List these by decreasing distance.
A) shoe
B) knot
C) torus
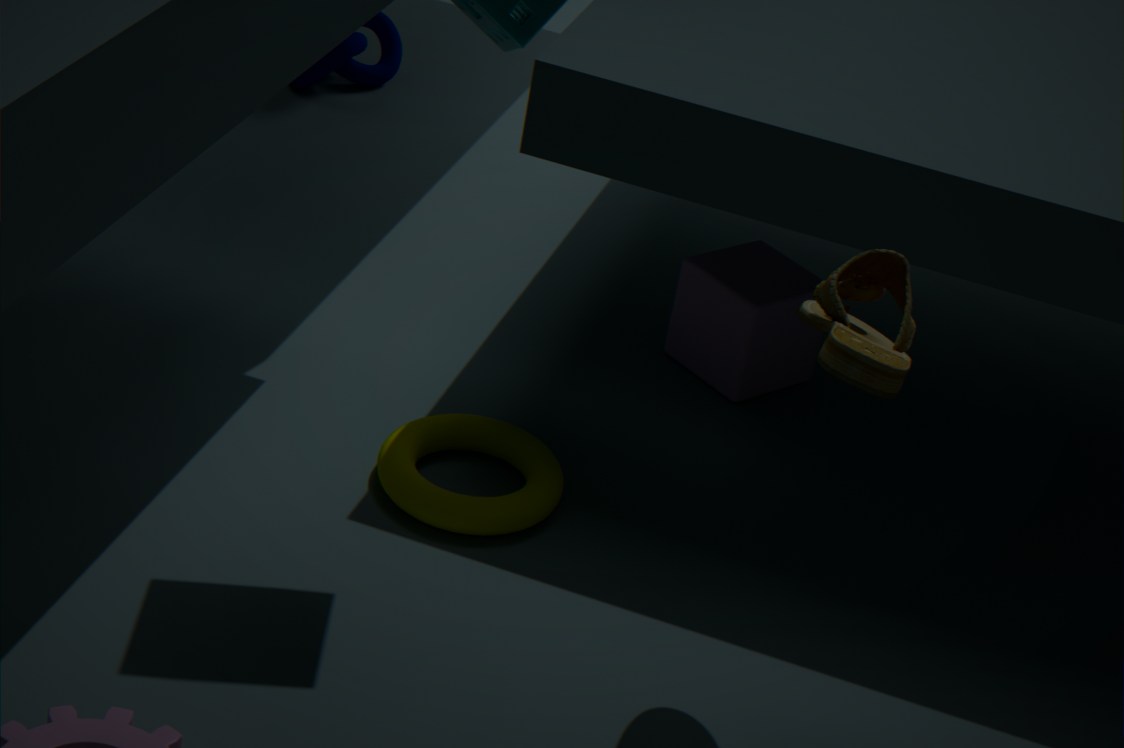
knot, torus, shoe
